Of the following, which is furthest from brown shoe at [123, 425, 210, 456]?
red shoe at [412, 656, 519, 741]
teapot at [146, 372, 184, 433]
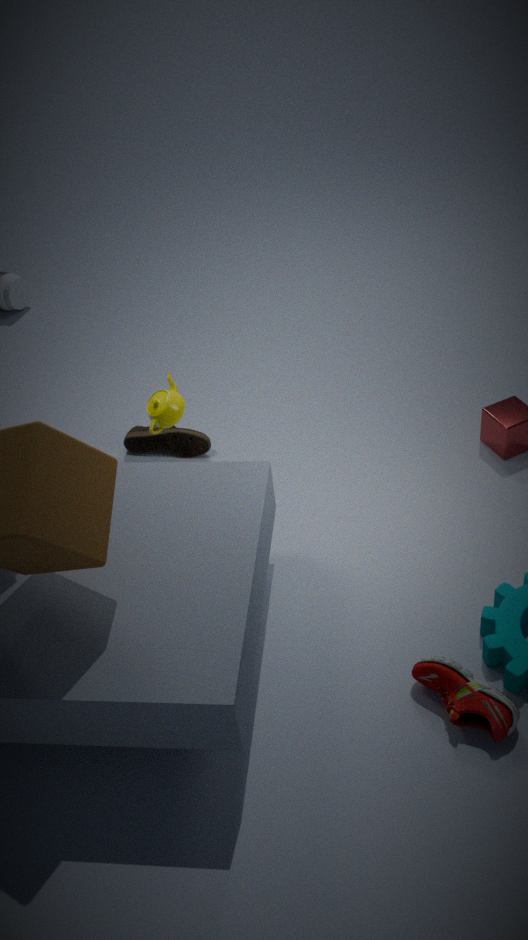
red shoe at [412, 656, 519, 741]
